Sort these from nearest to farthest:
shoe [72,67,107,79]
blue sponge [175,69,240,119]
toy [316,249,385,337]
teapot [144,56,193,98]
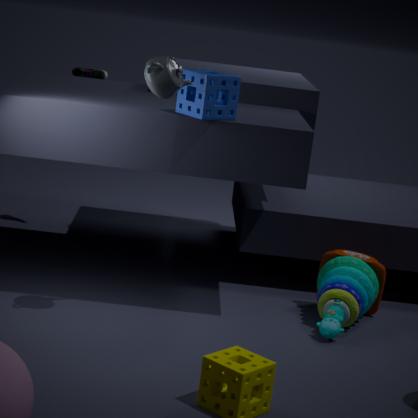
teapot [144,56,193,98], blue sponge [175,69,240,119], toy [316,249,385,337], shoe [72,67,107,79]
